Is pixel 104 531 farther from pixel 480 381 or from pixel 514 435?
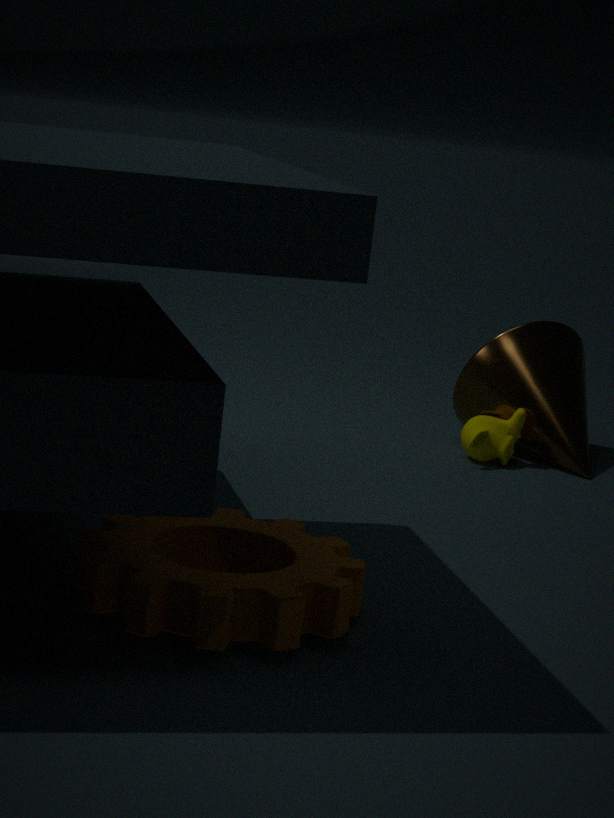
pixel 480 381
